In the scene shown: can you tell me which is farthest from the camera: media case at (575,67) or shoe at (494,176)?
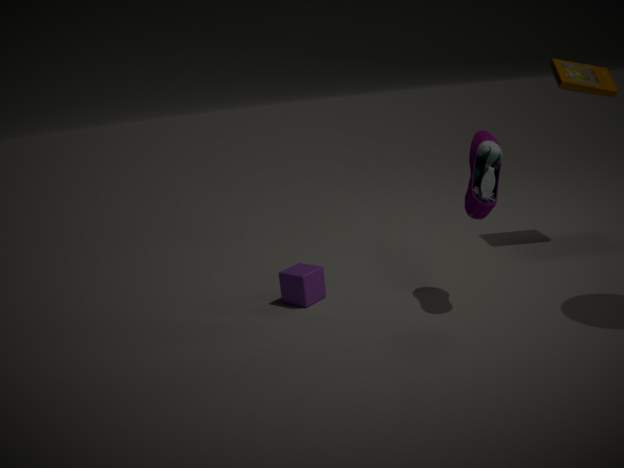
media case at (575,67)
